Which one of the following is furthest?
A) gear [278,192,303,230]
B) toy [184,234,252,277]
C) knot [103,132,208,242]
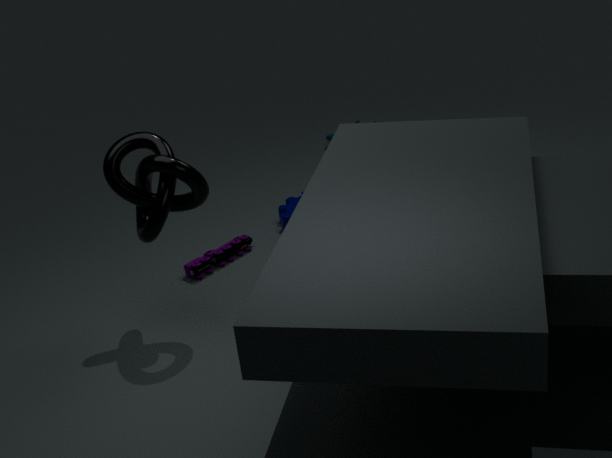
gear [278,192,303,230]
